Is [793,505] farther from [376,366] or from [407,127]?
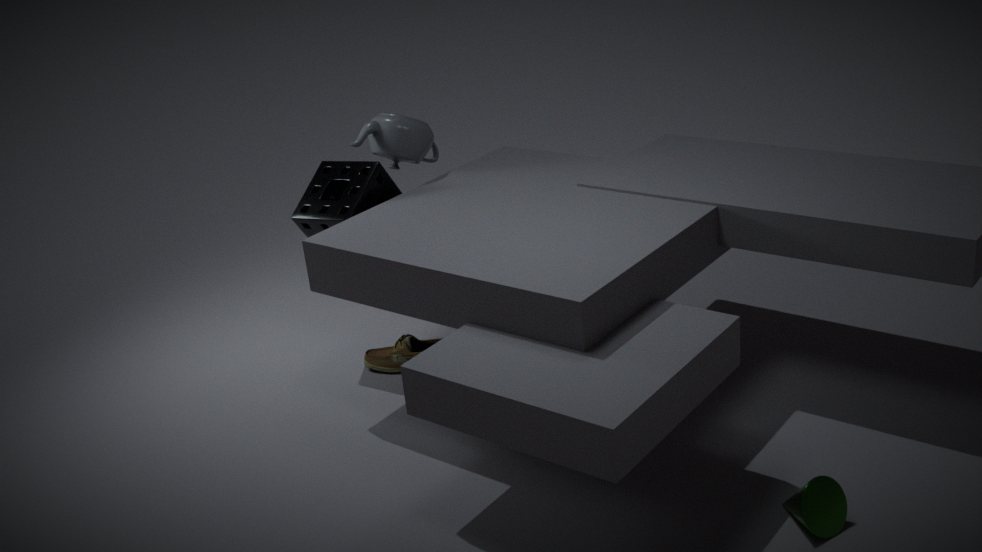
[407,127]
